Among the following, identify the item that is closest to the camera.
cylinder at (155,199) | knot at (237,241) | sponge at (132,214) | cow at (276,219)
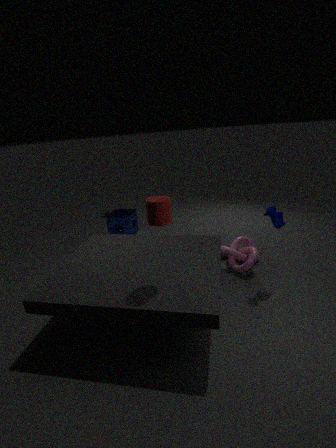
cylinder at (155,199)
